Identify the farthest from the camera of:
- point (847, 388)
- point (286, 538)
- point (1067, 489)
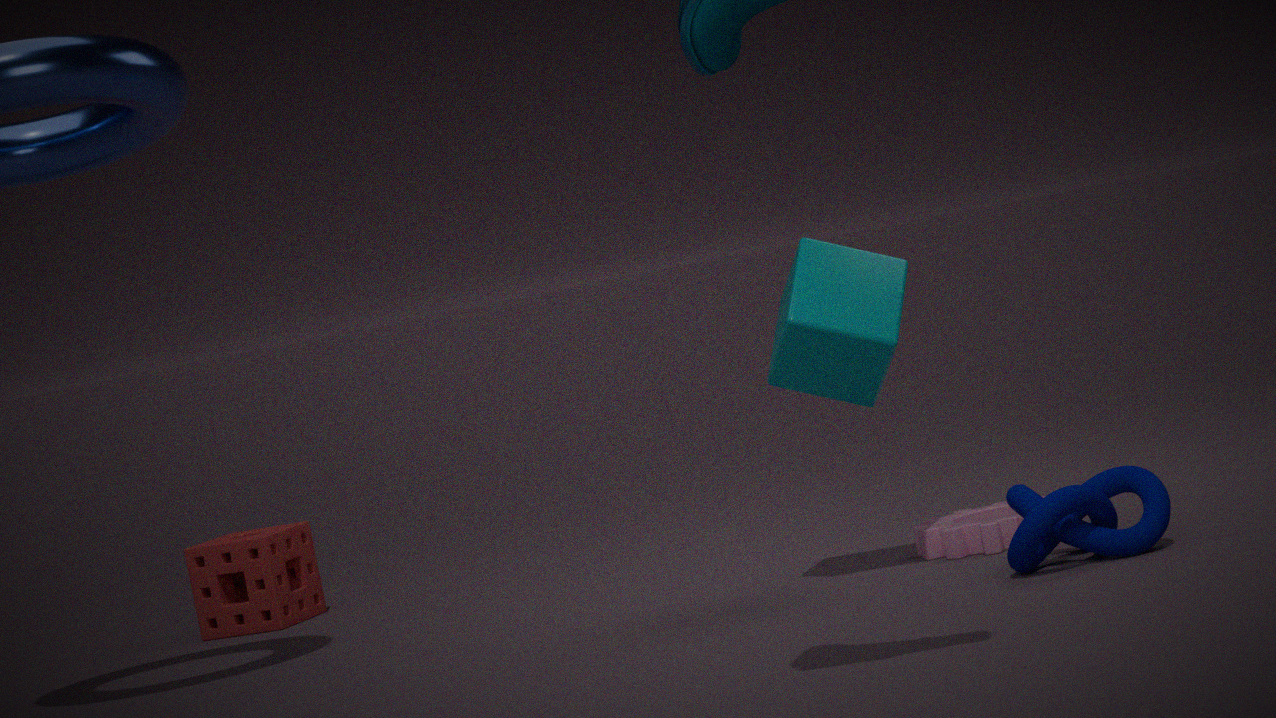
point (286, 538)
